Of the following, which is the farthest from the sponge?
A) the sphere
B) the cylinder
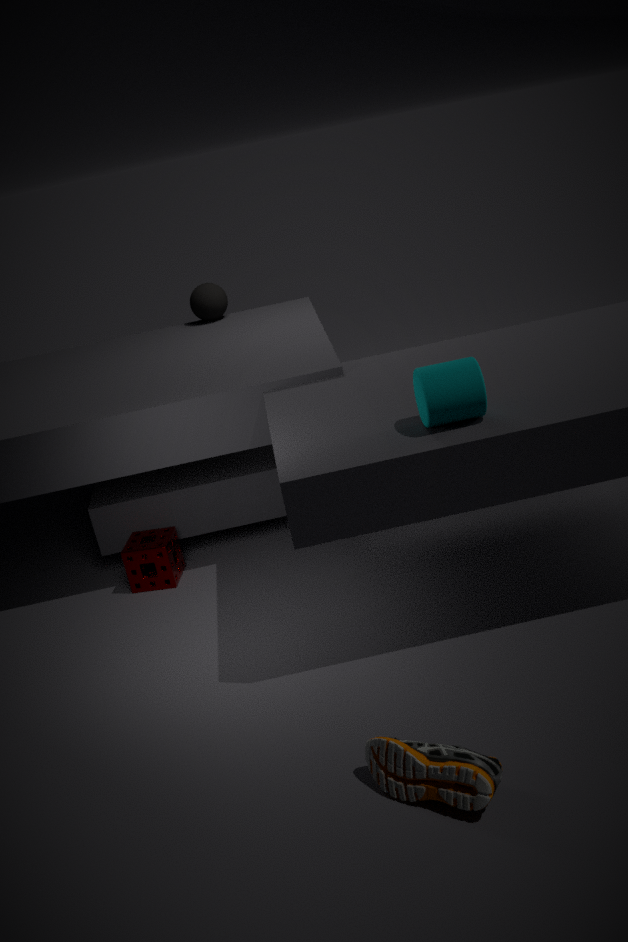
the cylinder
